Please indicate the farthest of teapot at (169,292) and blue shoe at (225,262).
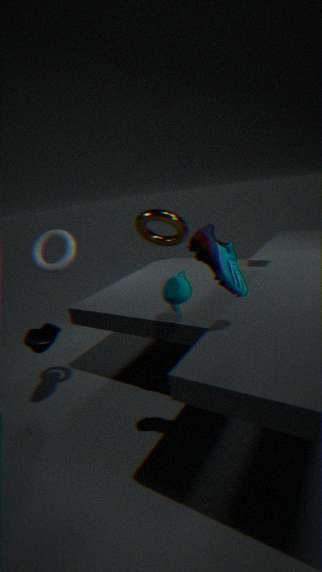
teapot at (169,292)
